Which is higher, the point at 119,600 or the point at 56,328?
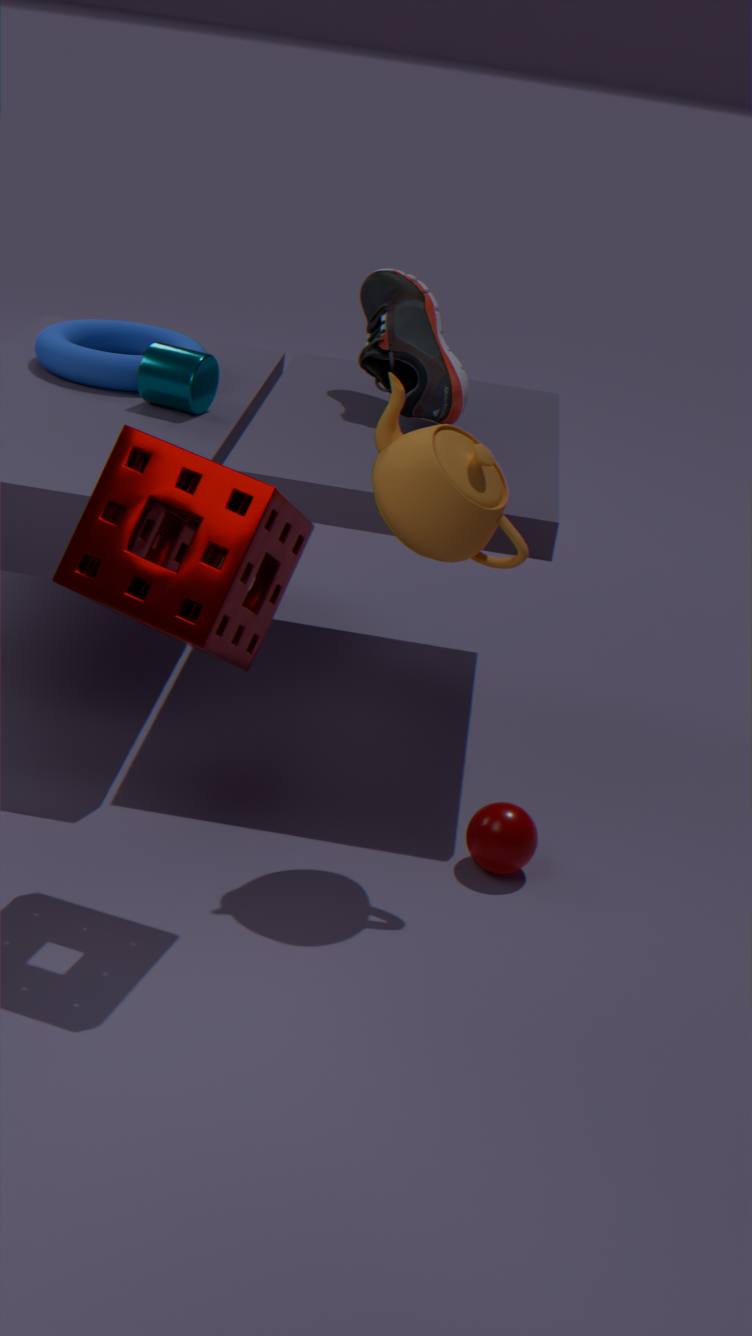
the point at 119,600
